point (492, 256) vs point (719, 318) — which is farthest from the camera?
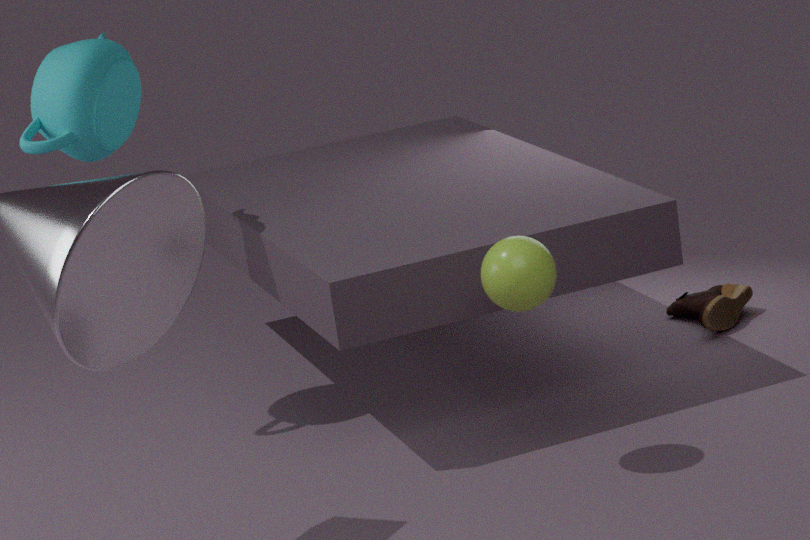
point (719, 318)
